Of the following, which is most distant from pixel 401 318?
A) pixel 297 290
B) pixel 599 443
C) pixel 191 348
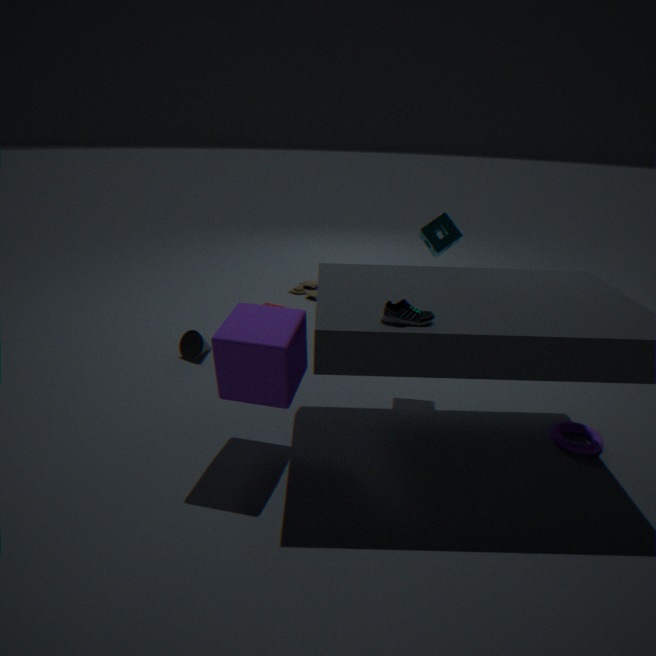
pixel 297 290
